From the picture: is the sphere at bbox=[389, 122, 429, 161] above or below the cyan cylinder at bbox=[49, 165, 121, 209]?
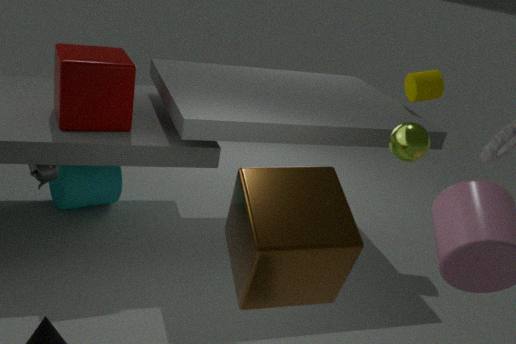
above
